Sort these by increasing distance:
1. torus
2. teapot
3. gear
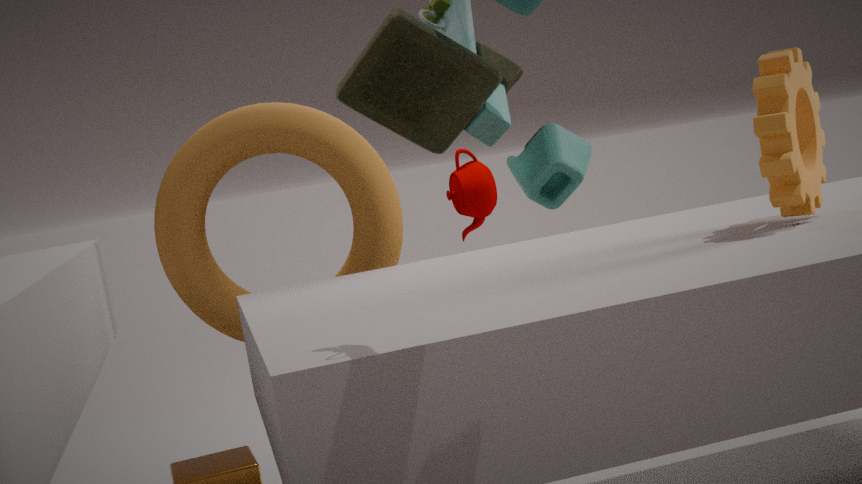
gear < torus < teapot
